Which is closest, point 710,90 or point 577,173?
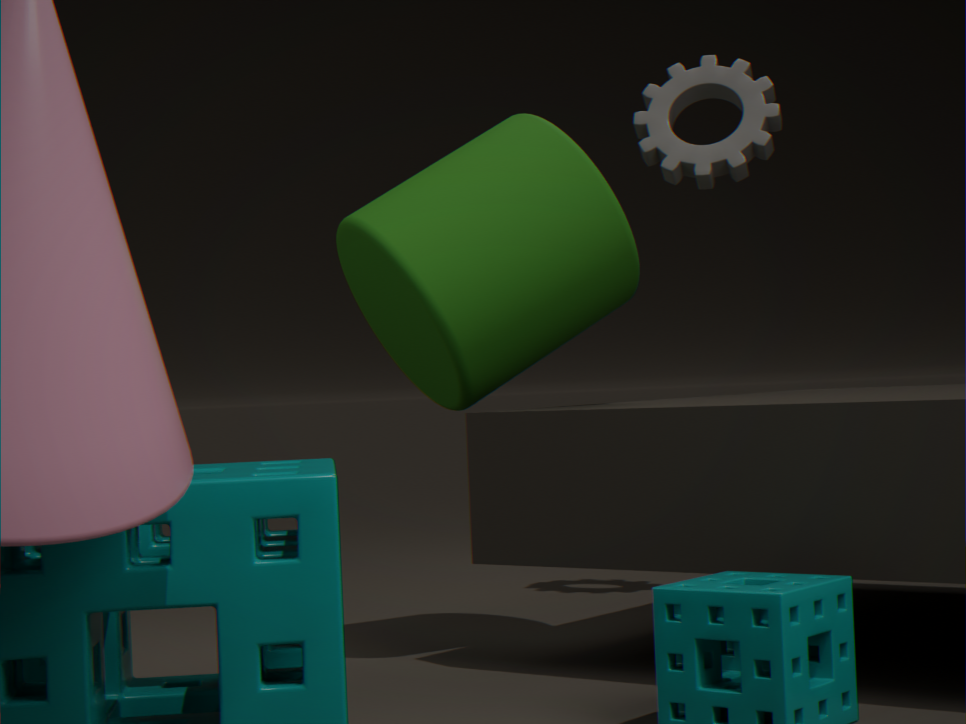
point 577,173
